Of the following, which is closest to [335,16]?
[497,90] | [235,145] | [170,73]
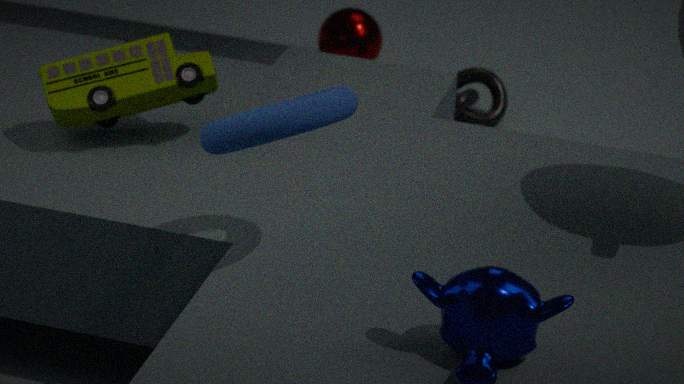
[497,90]
